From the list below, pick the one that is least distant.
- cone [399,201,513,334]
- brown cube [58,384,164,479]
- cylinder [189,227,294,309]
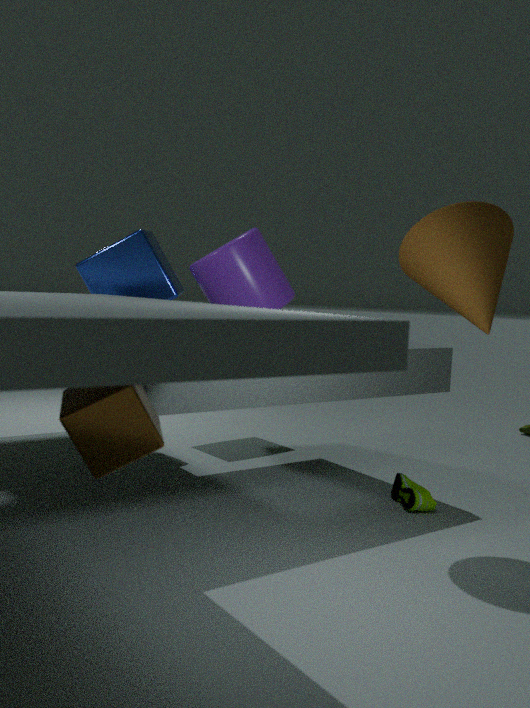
brown cube [58,384,164,479]
